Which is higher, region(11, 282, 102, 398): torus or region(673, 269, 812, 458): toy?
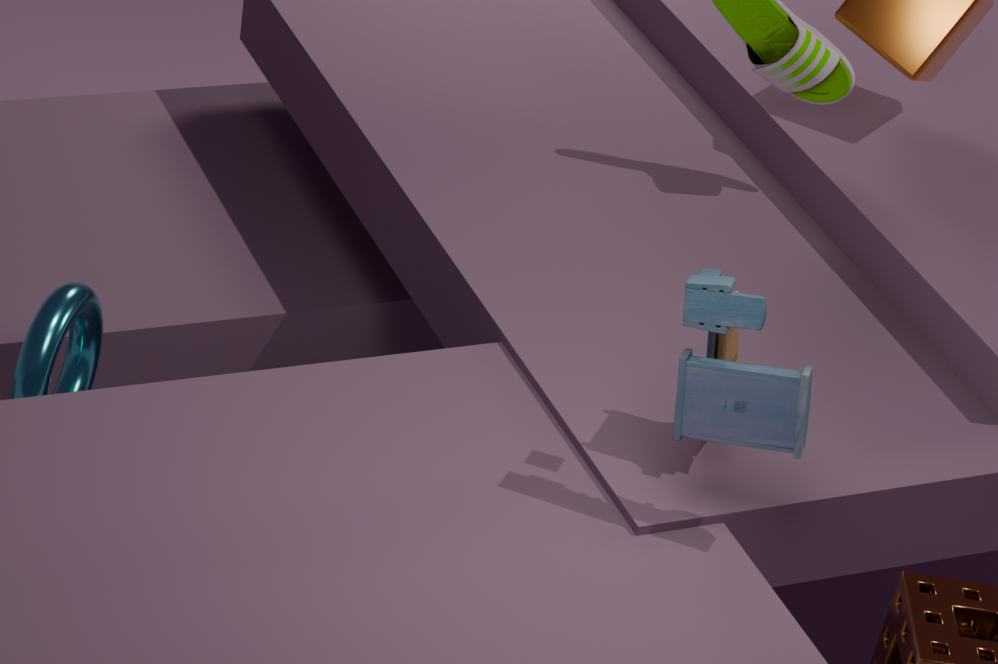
region(673, 269, 812, 458): toy
